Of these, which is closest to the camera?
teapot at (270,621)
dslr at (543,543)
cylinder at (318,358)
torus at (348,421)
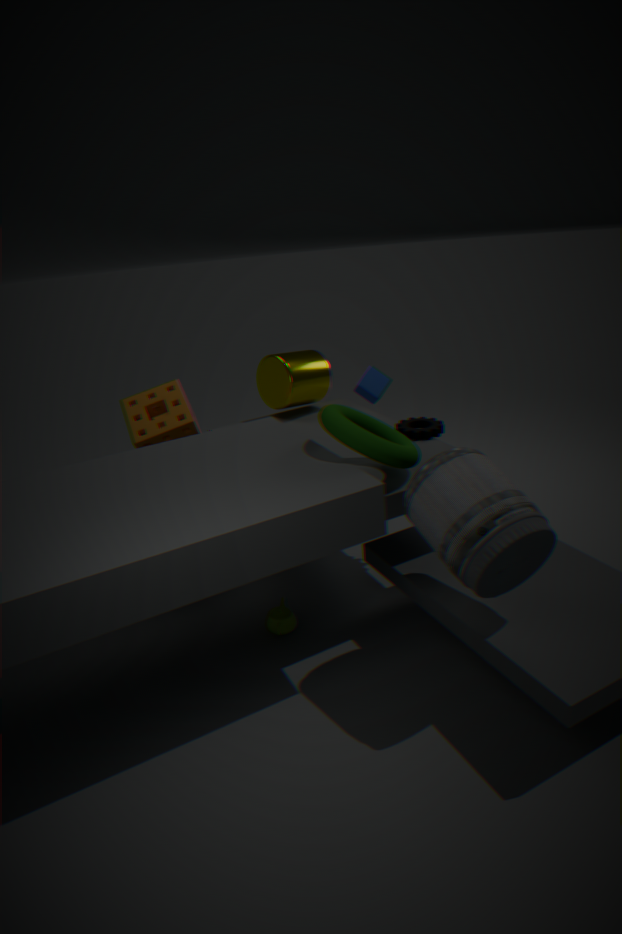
dslr at (543,543)
